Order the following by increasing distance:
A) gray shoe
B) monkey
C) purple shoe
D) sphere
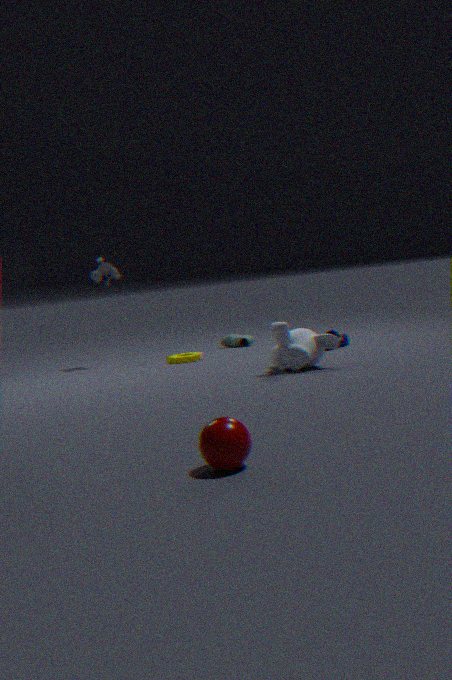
sphere, monkey, purple shoe, gray shoe
